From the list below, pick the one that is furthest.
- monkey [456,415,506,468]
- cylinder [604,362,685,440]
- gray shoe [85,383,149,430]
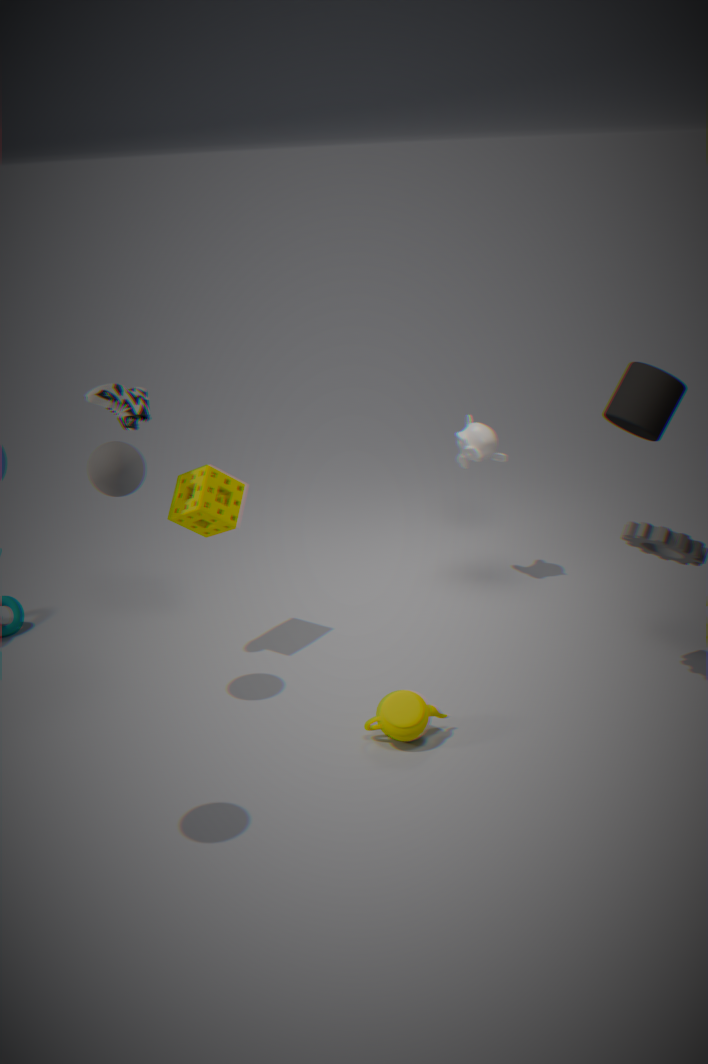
monkey [456,415,506,468]
